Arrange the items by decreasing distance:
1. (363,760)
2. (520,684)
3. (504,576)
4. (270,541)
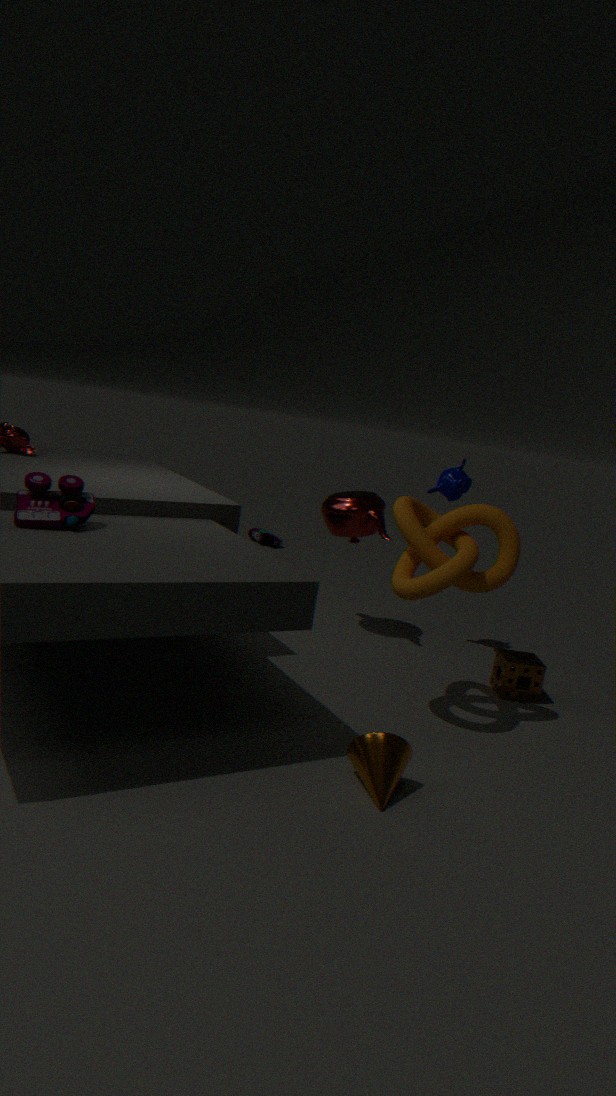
(270,541) → (520,684) → (504,576) → (363,760)
